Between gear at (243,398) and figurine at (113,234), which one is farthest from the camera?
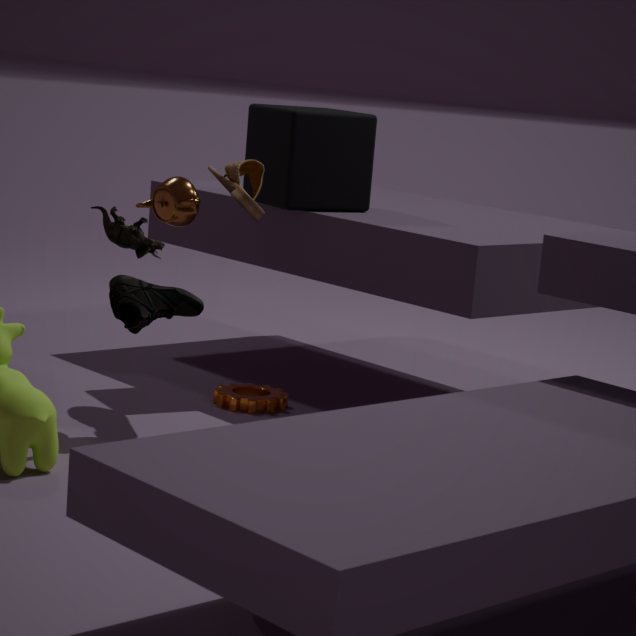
gear at (243,398)
